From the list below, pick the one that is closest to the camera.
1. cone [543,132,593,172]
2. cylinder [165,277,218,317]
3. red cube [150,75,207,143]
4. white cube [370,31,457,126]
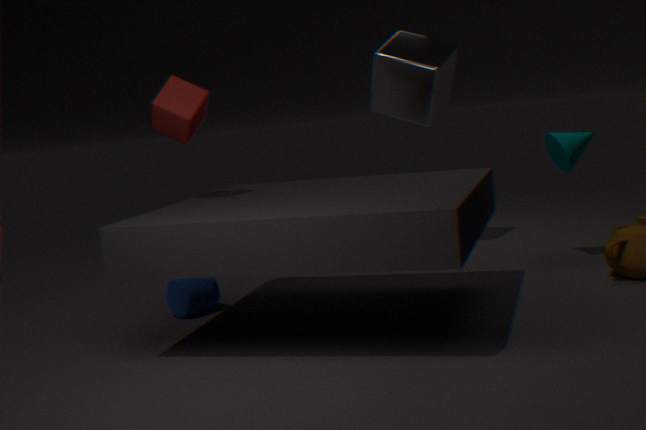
red cube [150,75,207,143]
